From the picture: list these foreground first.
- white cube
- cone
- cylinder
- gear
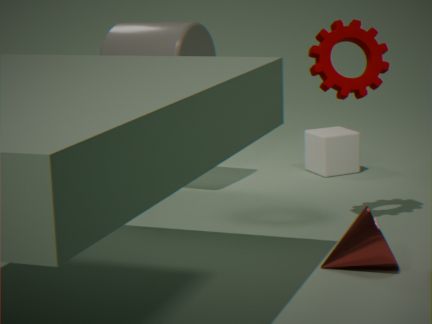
1. cone
2. gear
3. cylinder
4. white cube
